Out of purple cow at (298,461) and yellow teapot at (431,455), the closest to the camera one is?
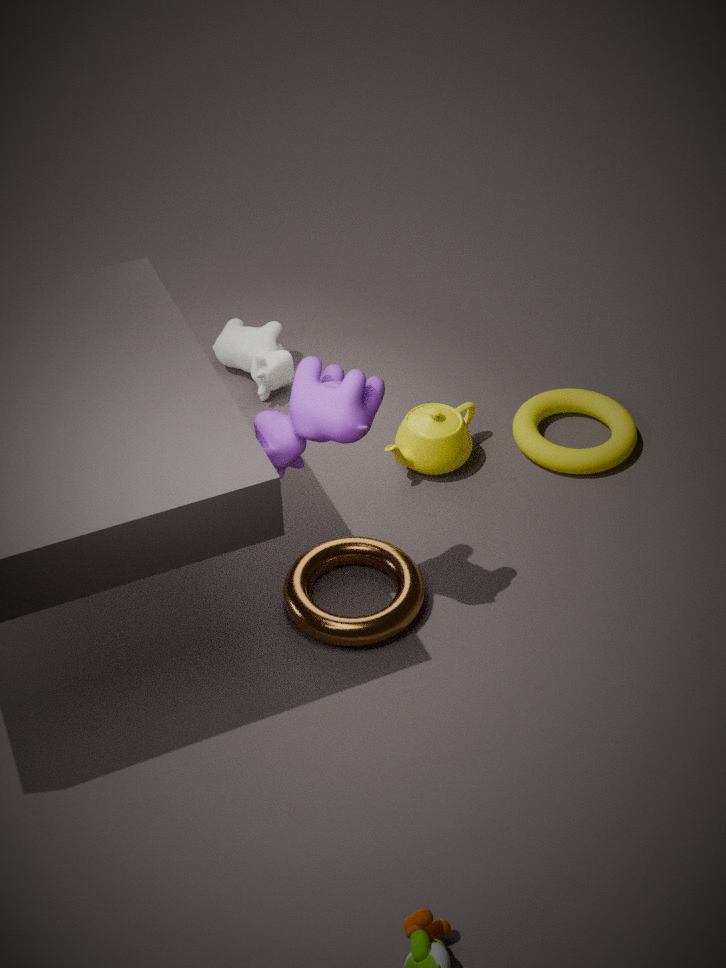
purple cow at (298,461)
